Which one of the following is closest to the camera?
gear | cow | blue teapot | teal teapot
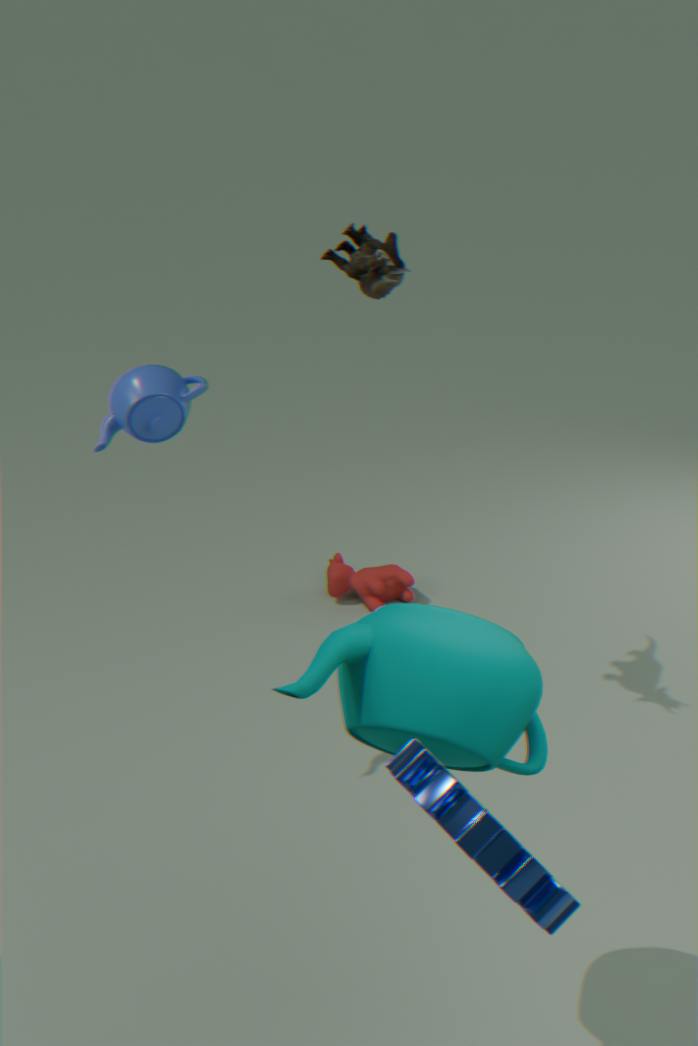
gear
